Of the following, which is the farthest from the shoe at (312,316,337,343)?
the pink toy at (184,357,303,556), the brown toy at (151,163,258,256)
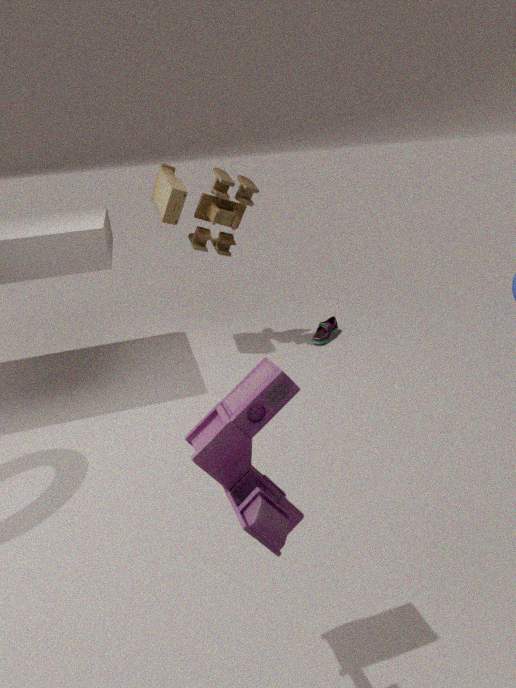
the pink toy at (184,357,303,556)
